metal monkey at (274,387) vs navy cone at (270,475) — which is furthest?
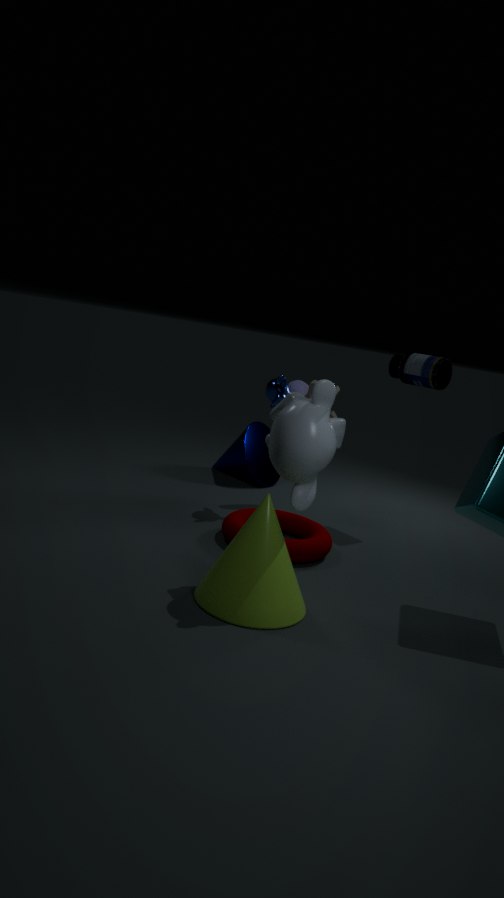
navy cone at (270,475)
